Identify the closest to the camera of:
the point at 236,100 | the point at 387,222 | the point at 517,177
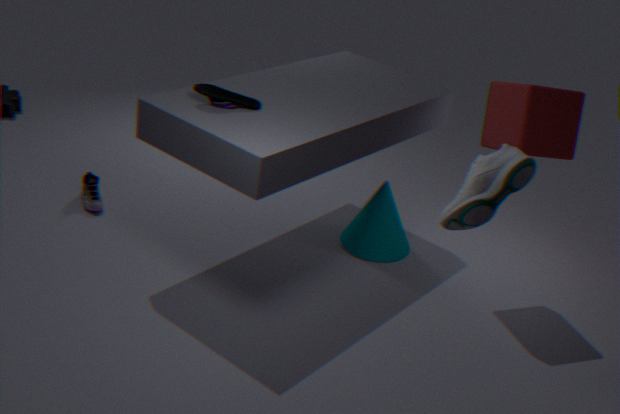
the point at 517,177
